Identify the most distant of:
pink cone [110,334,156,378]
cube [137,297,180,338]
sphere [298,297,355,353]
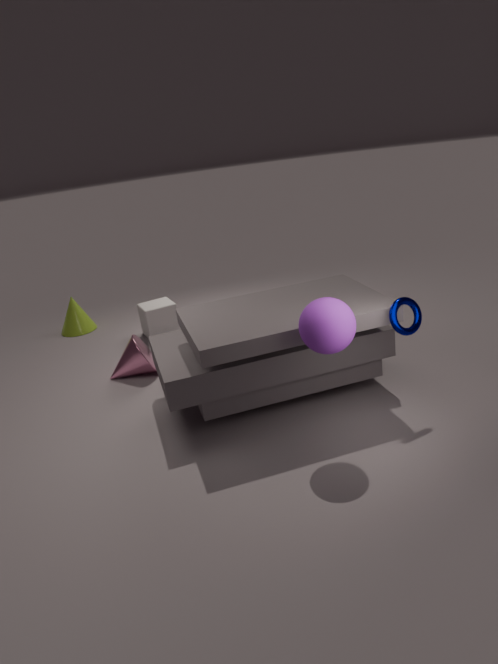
cube [137,297,180,338]
